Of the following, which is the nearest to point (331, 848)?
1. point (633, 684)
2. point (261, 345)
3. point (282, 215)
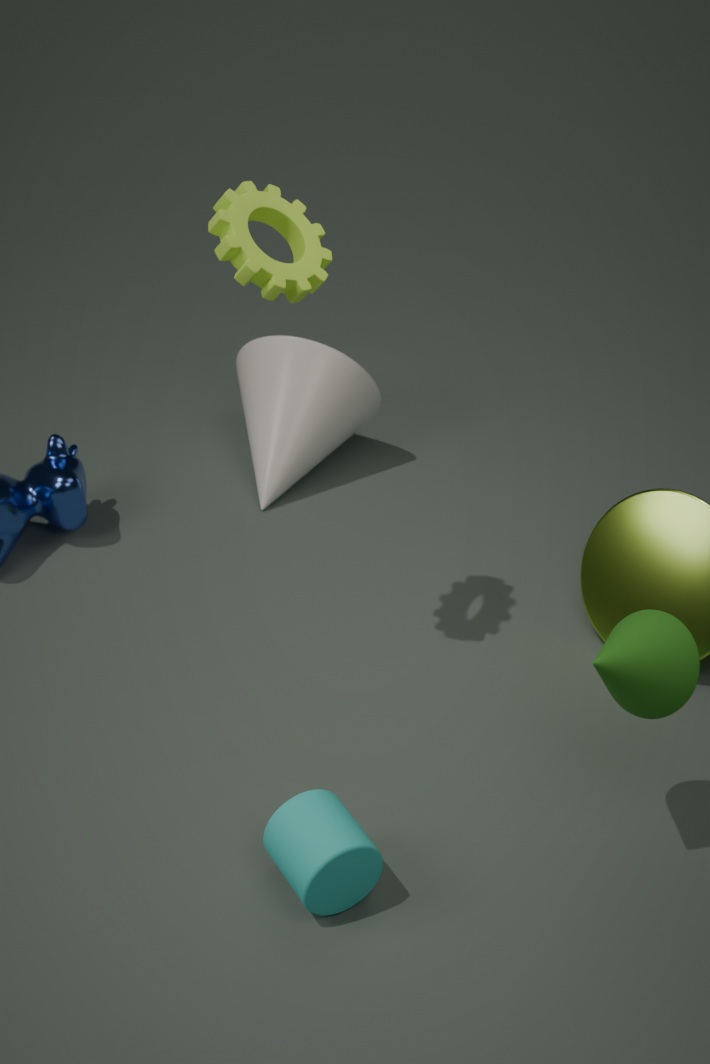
point (633, 684)
